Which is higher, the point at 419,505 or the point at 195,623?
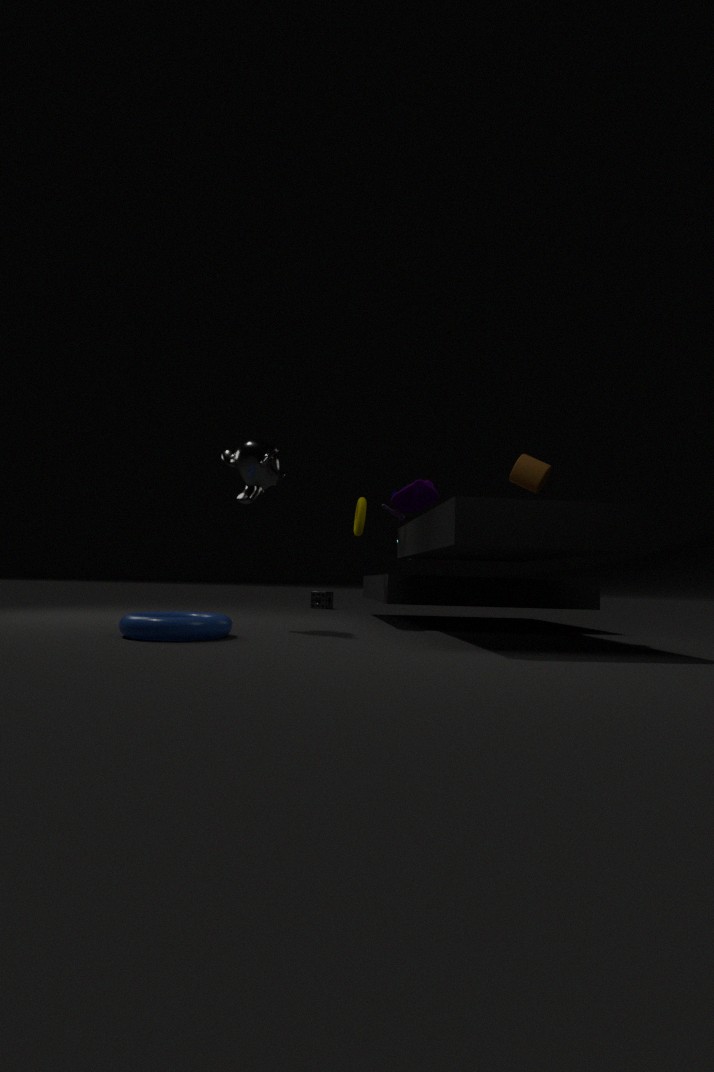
the point at 419,505
